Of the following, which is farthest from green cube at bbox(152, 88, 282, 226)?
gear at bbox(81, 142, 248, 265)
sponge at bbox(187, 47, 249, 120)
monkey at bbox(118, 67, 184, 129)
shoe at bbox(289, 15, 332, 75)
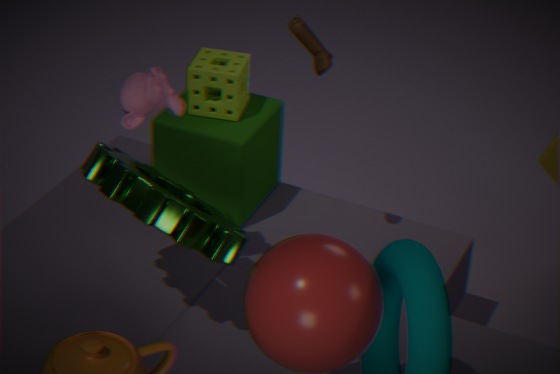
monkey at bbox(118, 67, 184, 129)
